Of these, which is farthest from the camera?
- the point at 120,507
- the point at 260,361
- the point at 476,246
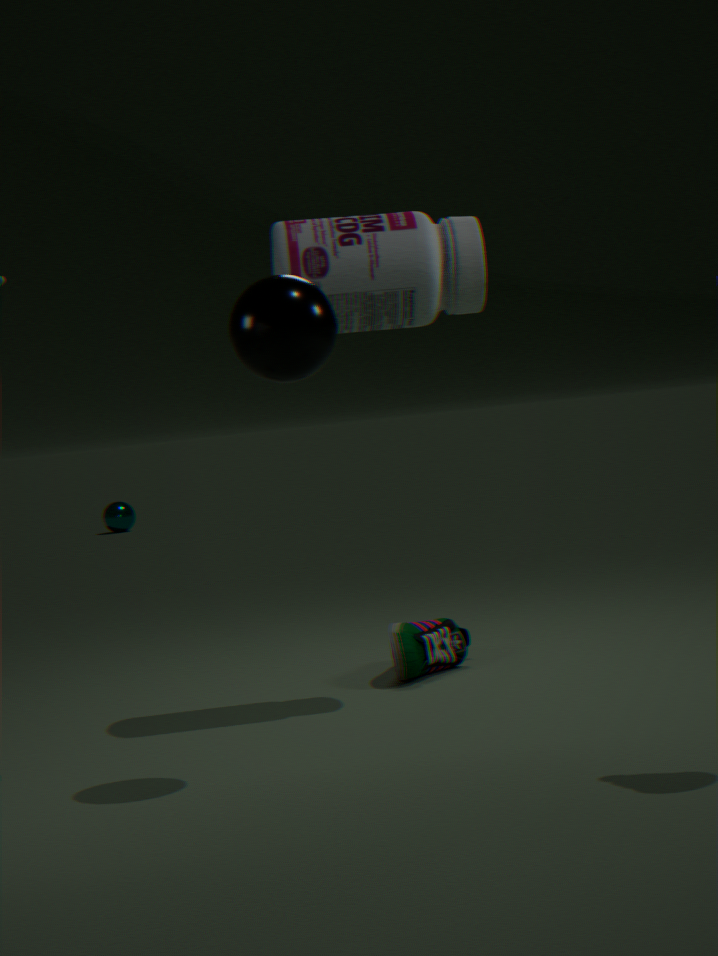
the point at 120,507
